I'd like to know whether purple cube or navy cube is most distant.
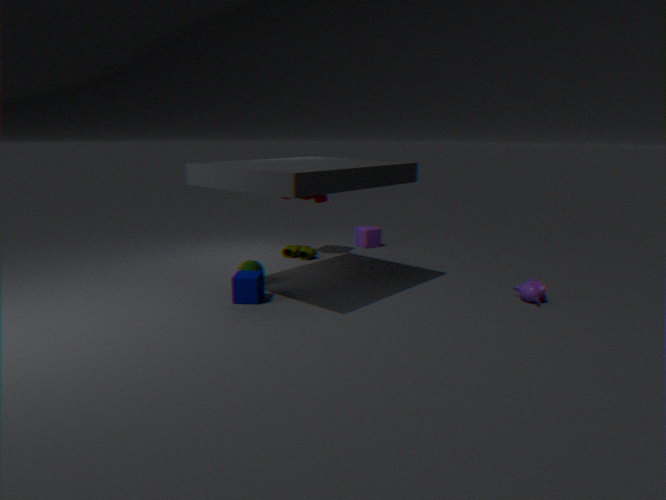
purple cube
